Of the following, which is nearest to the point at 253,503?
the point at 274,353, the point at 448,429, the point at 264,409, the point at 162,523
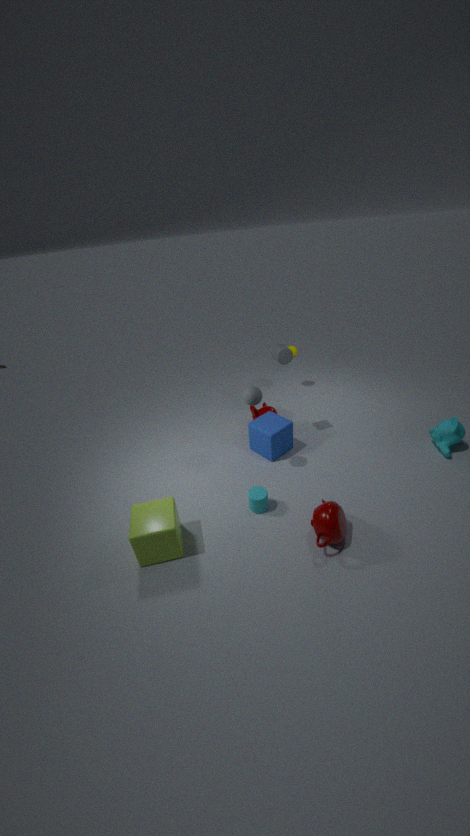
the point at 162,523
